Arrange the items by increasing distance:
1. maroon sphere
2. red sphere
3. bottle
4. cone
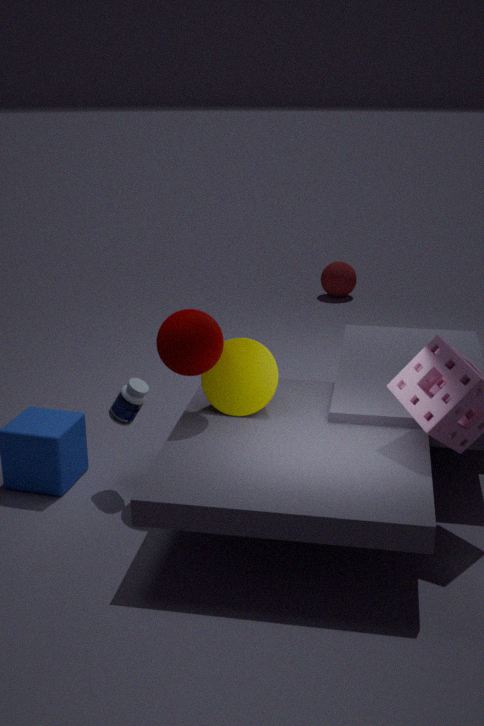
maroon sphere < bottle < cone < red sphere
